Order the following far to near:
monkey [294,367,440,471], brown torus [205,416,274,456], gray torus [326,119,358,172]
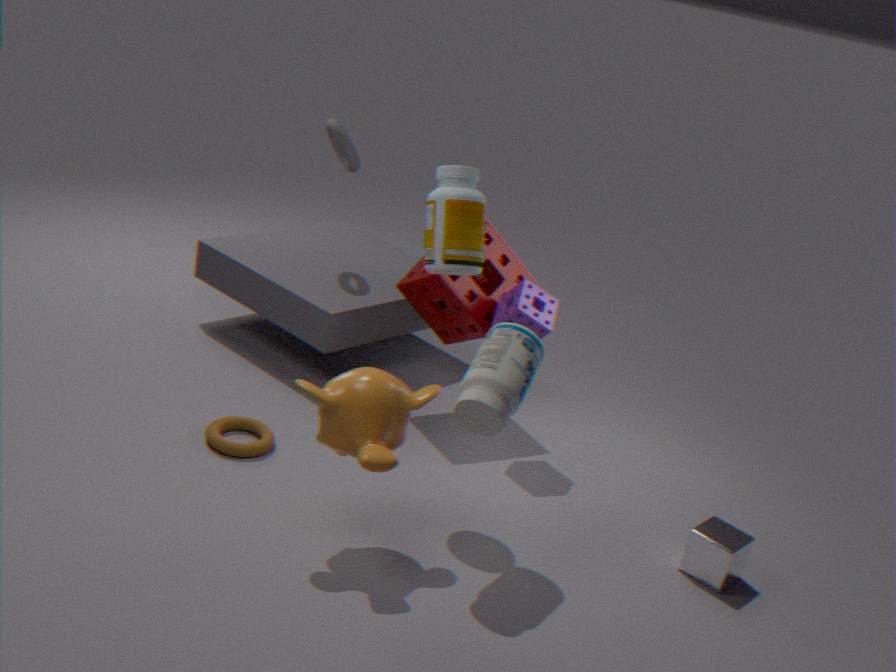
gray torus [326,119,358,172], brown torus [205,416,274,456], monkey [294,367,440,471]
